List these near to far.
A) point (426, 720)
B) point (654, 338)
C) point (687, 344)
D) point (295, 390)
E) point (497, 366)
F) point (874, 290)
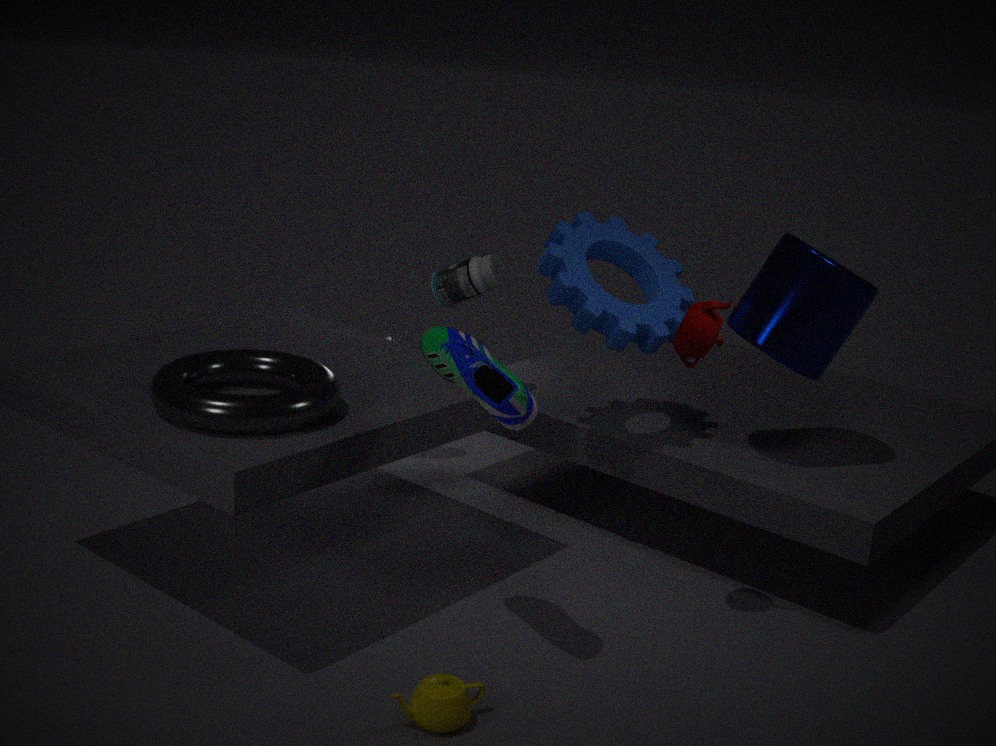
point (426, 720) < point (497, 366) < point (295, 390) < point (687, 344) < point (874, 290) < point (654, 338)
